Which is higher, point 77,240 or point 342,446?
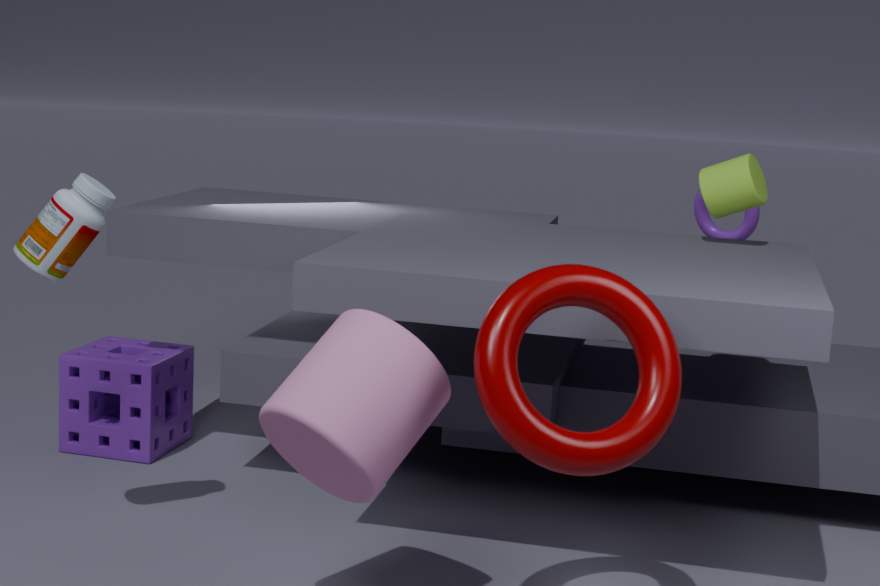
point 77,240
